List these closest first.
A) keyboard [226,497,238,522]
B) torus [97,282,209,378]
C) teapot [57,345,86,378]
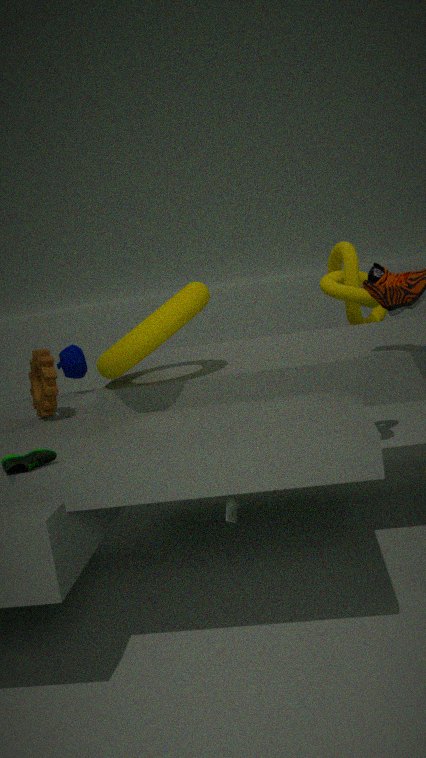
keyboard [226,497,238,522] → torus [97,282,209,378] → teapot [57,345,86,378]
